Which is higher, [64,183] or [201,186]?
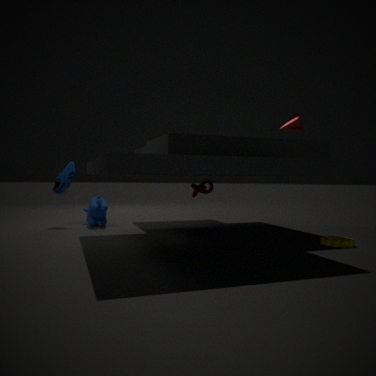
[64,183]
